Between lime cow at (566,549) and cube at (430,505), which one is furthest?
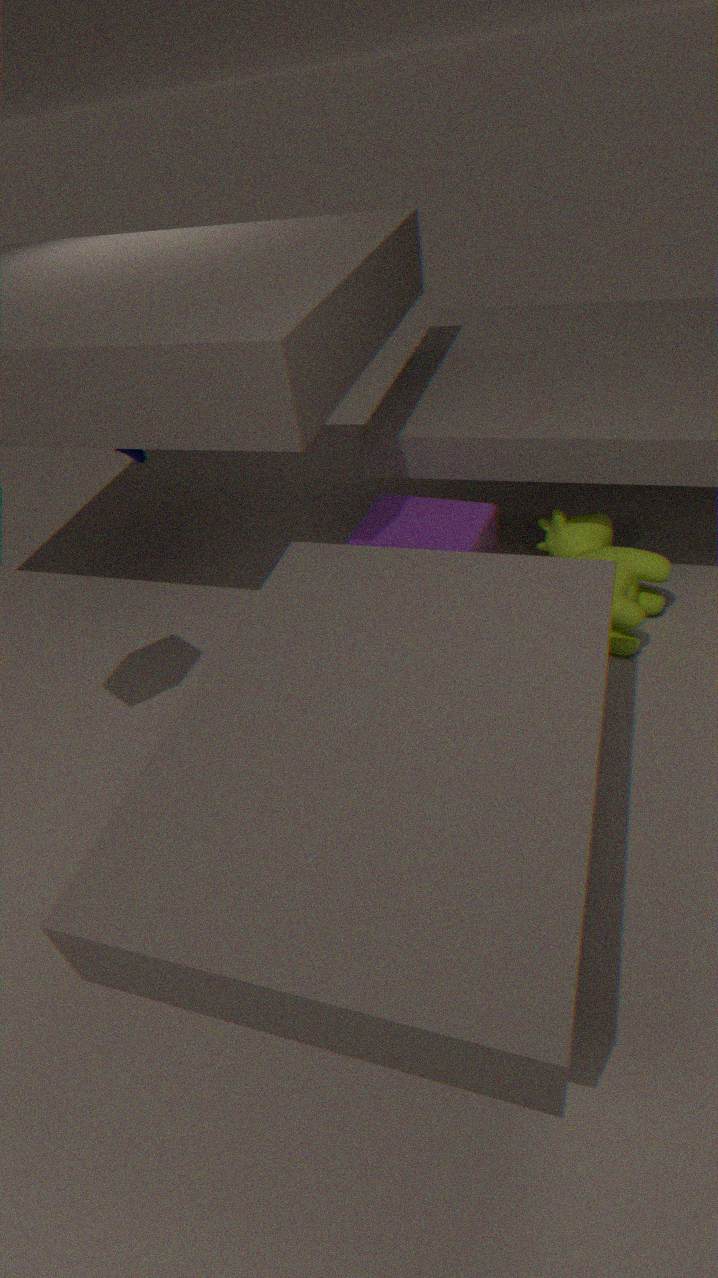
cube at (430,505)
